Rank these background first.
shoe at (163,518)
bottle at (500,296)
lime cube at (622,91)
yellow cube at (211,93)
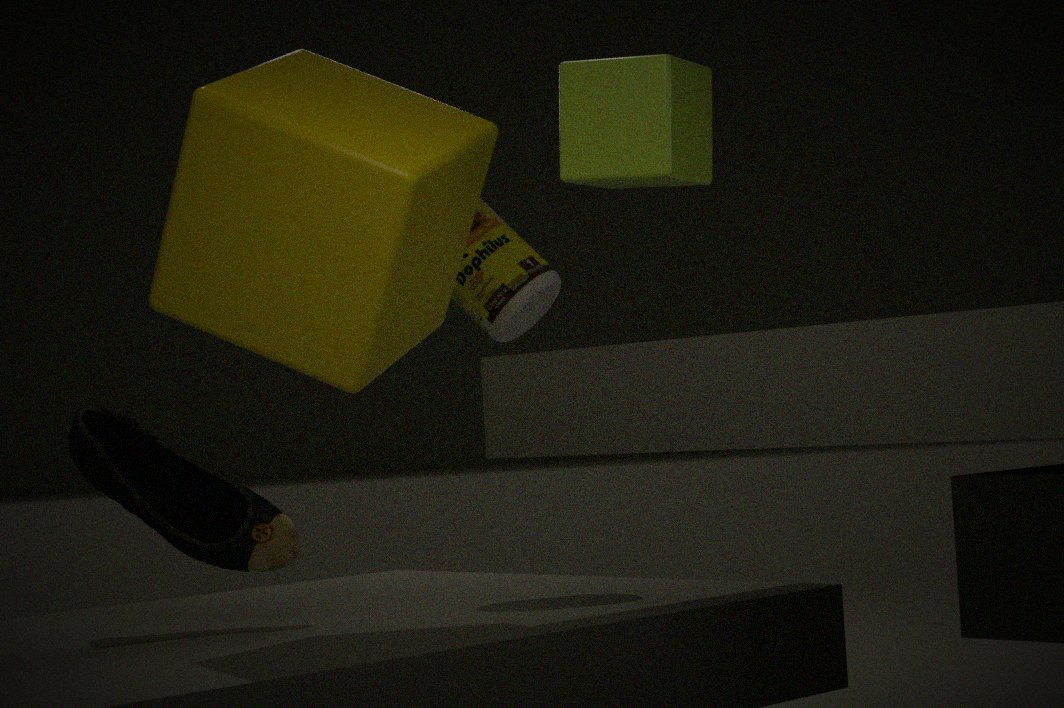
bottle at (500,296) → shoe at (163,518) → lime cube at (622,91) → yellow cube at (211,93)
